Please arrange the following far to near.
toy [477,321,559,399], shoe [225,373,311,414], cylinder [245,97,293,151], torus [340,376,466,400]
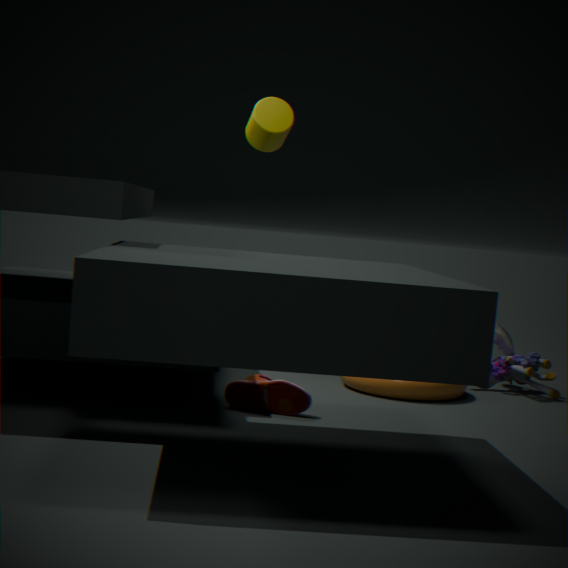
toy [477,321,559,399], cylinder [245,97,293,151], torus [340,376,466,400], shoe [225,373,311,414]
